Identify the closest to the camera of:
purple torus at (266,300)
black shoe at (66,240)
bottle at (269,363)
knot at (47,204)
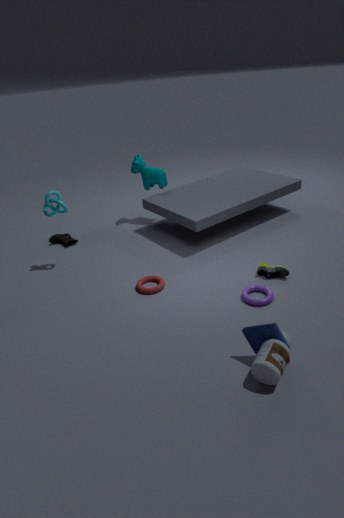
bottle at (269,363)
